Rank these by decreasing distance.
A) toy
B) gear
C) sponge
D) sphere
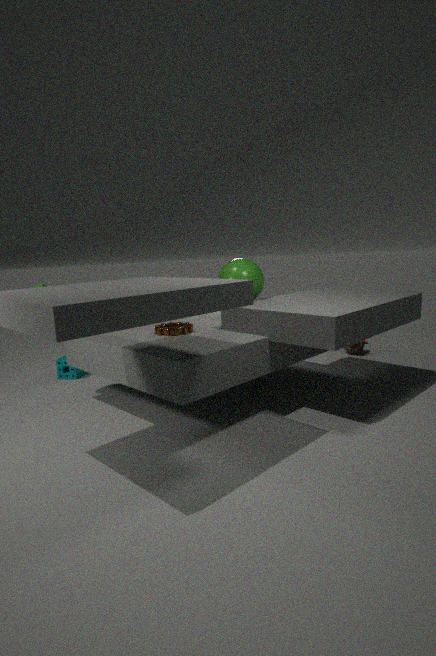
toy, sponge, sphere, gear
